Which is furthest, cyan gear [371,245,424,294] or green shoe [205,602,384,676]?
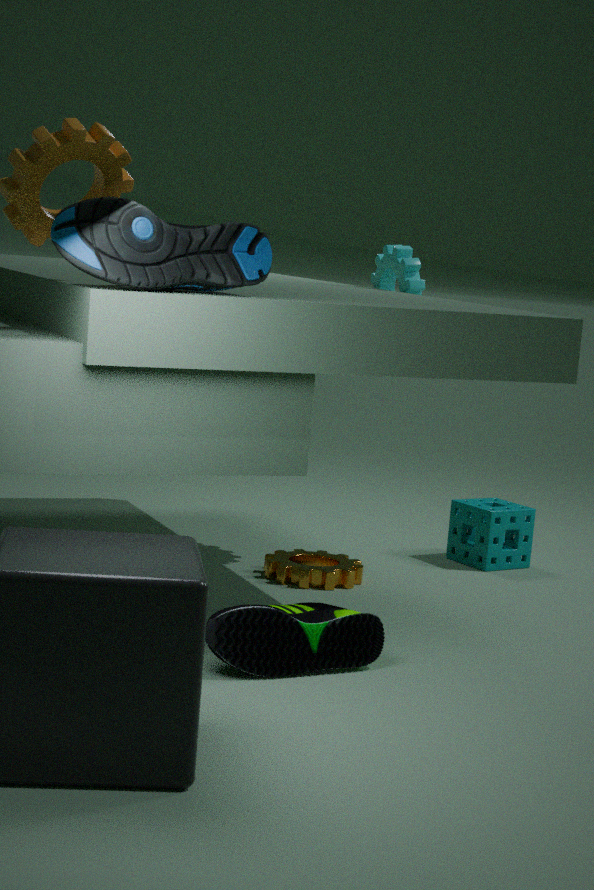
cyan gear [371,245,424,294]
